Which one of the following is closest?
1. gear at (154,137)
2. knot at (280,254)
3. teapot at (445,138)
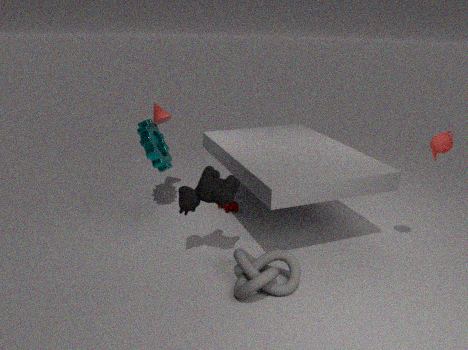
knot at (280,254)
